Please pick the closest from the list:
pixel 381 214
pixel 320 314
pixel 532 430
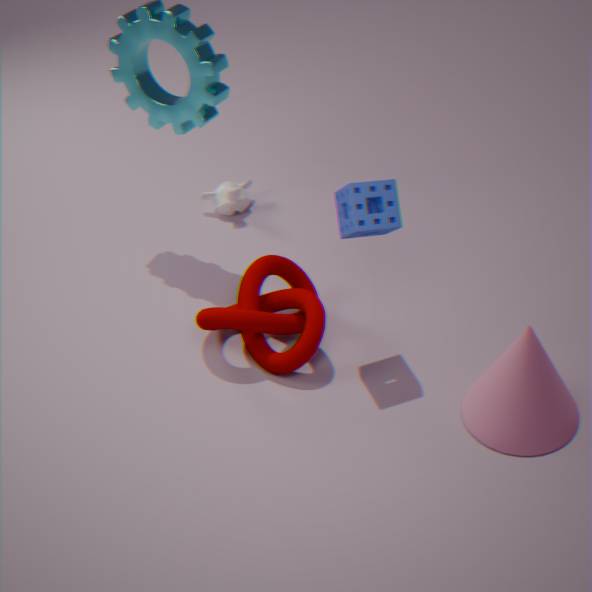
pixel 532 430
